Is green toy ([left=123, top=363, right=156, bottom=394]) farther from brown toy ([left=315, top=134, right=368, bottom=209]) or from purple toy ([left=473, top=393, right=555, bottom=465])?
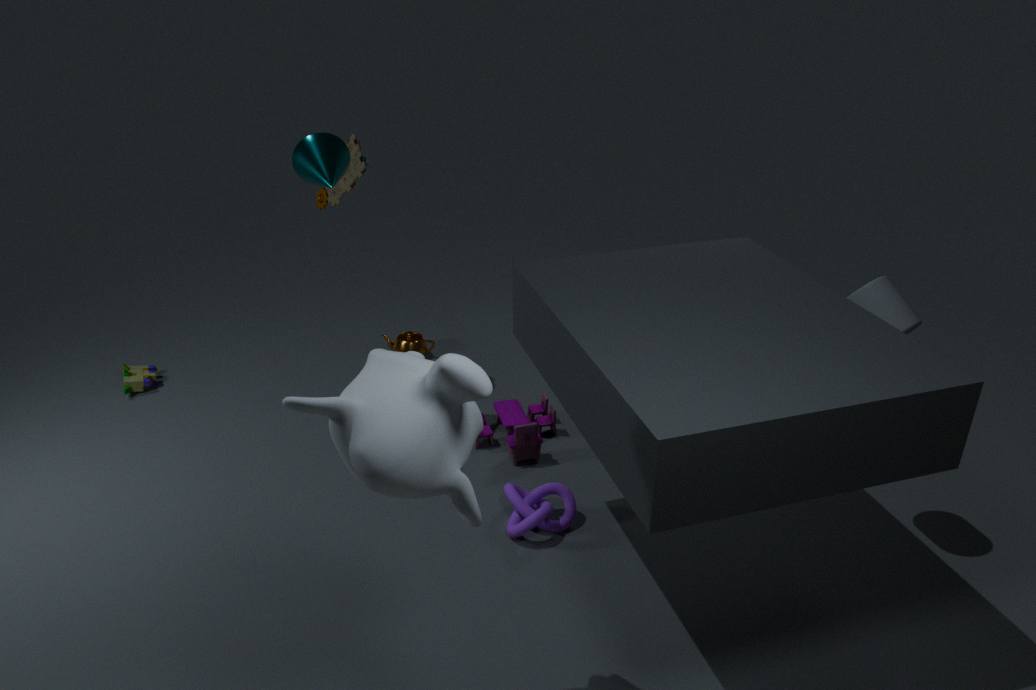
purple toy ([left=473, top=393, right=555, bottom=465])
